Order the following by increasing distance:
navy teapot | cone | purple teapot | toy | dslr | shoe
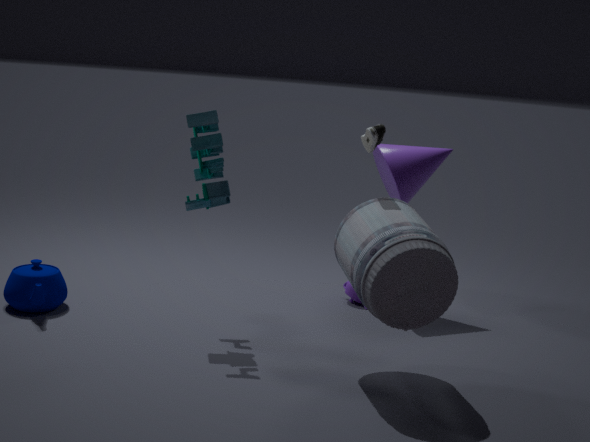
dslr < shoe < toy < navy teapot < cone < purple teapot
